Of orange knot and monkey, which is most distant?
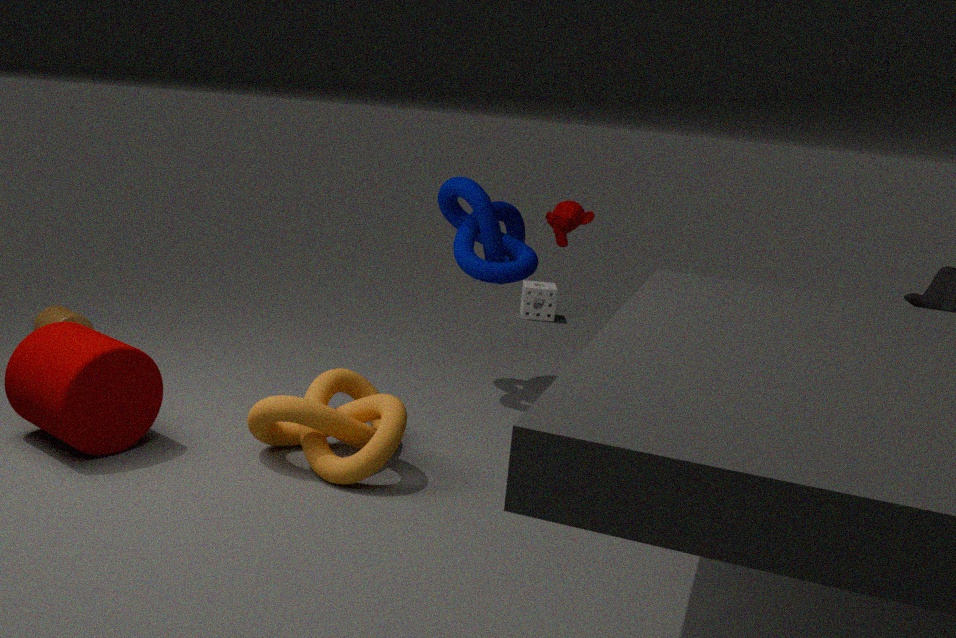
monkey
